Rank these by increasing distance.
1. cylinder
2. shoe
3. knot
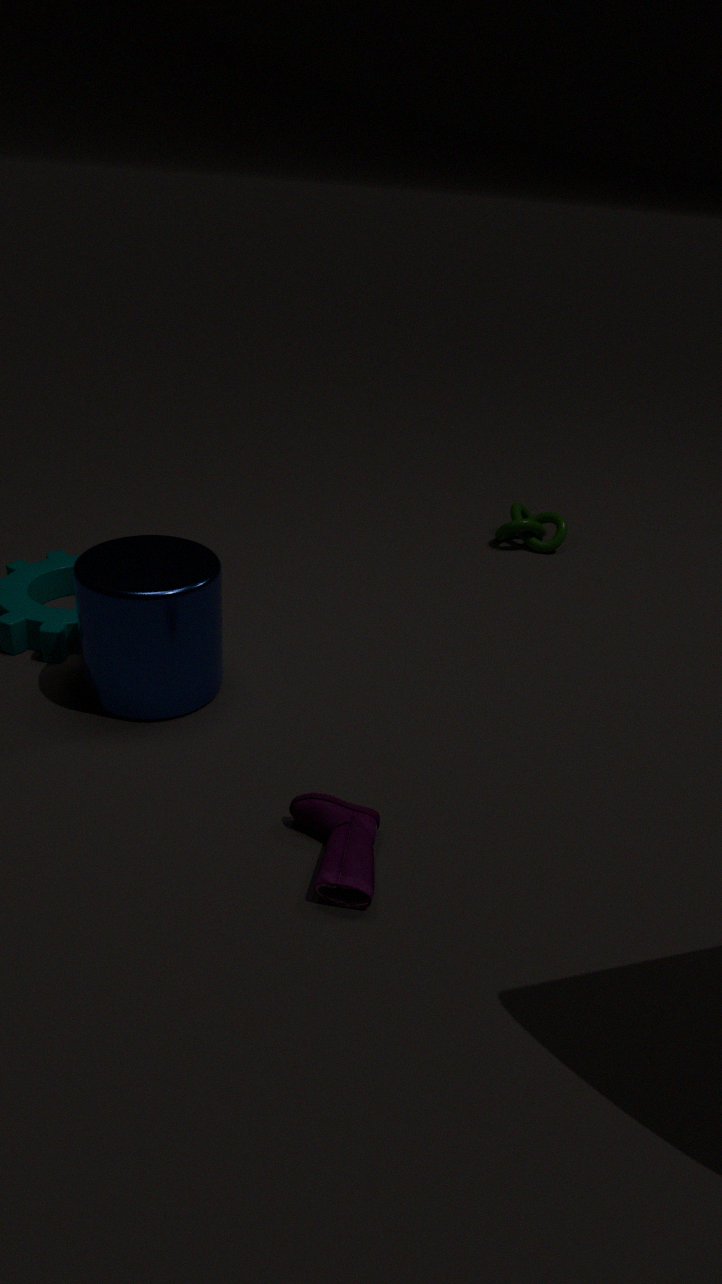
1. shoe
2. cylinder
3. knot
